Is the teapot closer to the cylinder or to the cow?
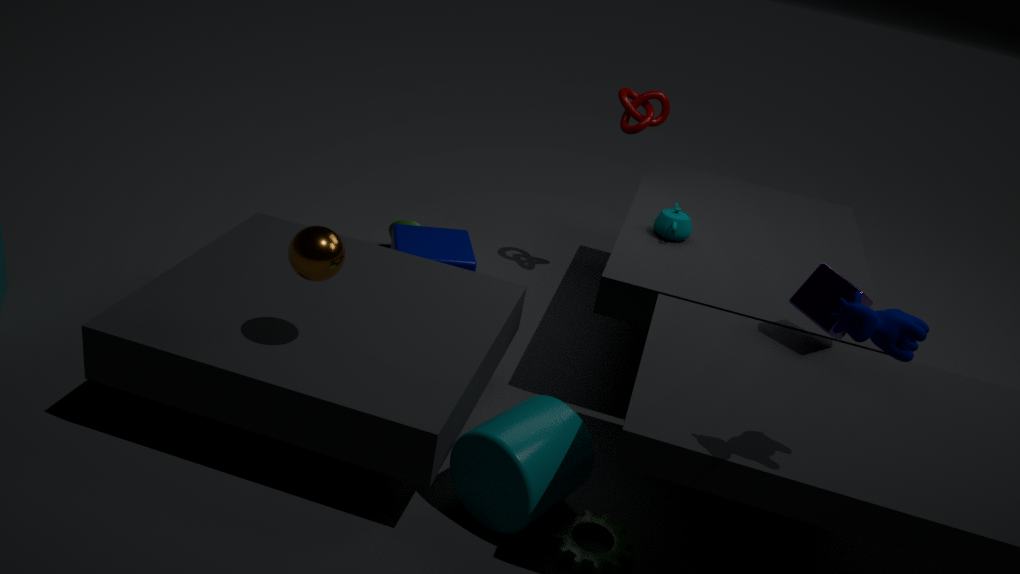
the cylinder
